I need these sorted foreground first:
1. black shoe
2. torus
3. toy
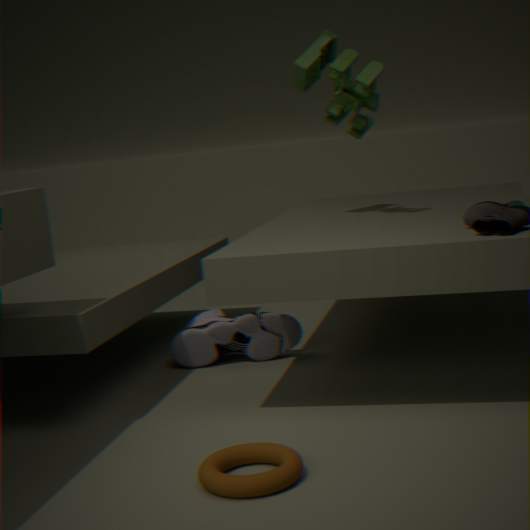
torus
toy
black shoe
